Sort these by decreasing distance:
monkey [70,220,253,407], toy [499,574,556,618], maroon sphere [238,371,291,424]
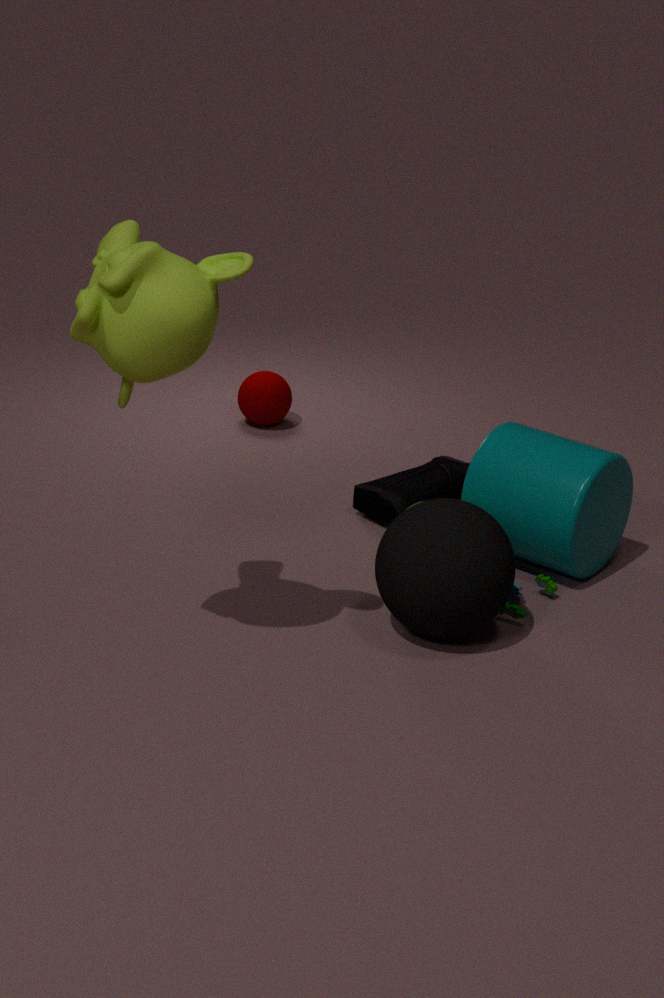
1. maroon sphere [238,371,291,424]
2. toy [499,574,556,618]
3. monkey [70,220,253,407]
